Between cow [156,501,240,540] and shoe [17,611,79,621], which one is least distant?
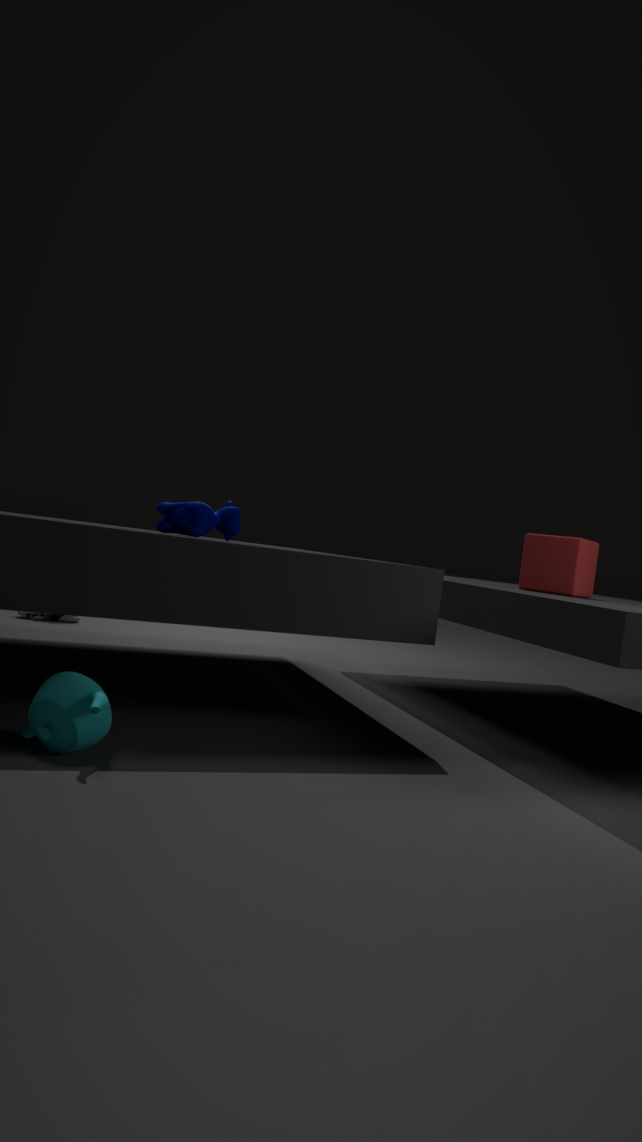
cow [156,501,240,540]
